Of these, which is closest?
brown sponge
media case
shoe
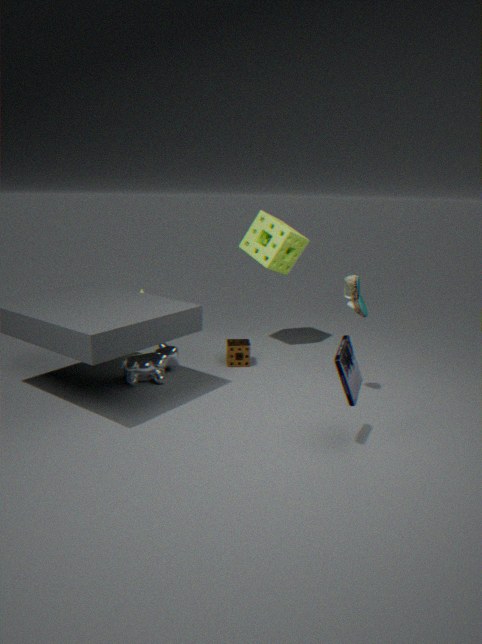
media case
